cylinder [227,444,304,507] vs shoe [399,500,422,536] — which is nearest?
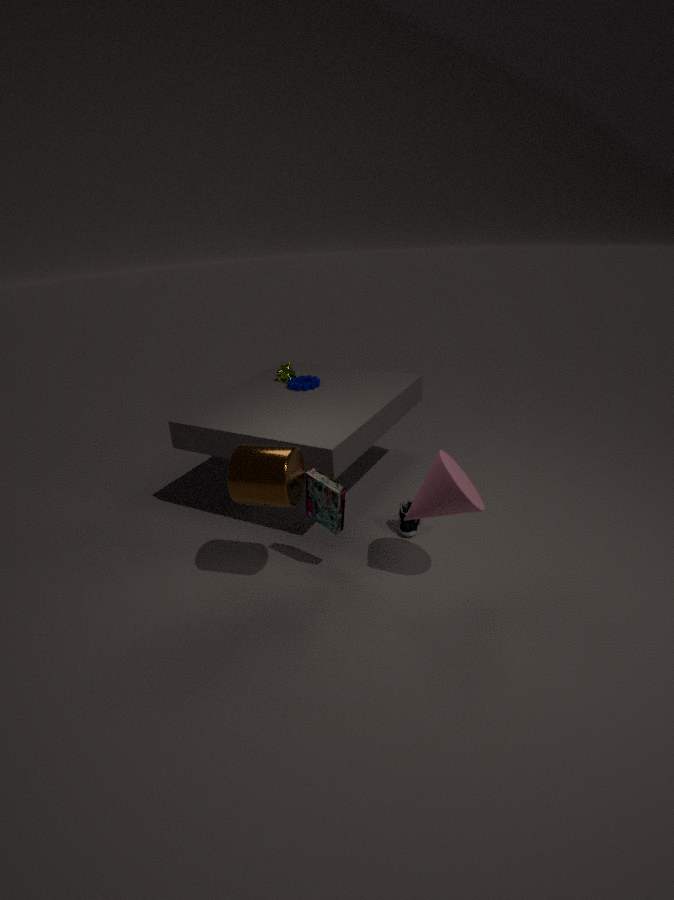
cylinder [227,444,304,507]
